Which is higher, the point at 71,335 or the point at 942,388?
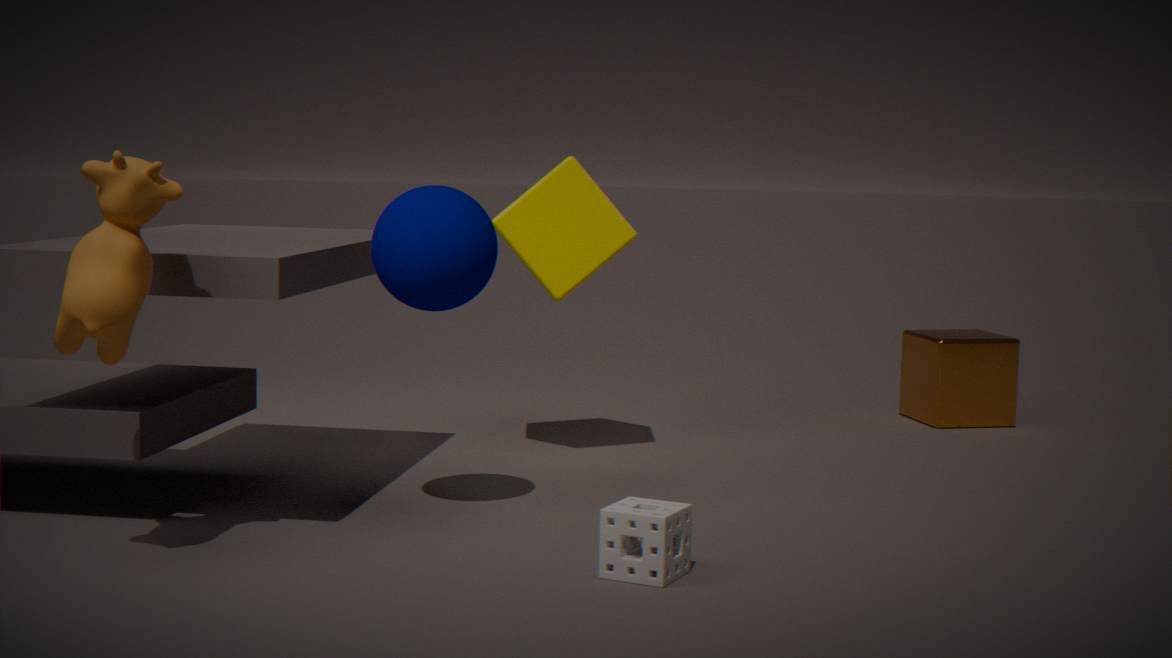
the point at 71,335
